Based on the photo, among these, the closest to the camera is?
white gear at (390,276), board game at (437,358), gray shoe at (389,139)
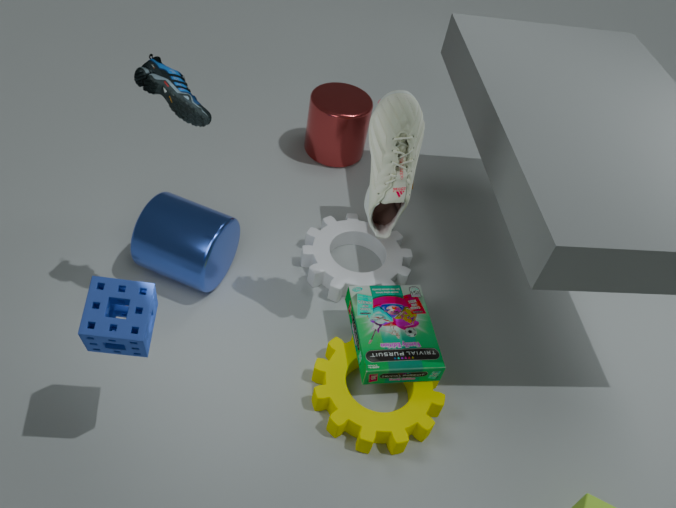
gray shoe at (389,139)
